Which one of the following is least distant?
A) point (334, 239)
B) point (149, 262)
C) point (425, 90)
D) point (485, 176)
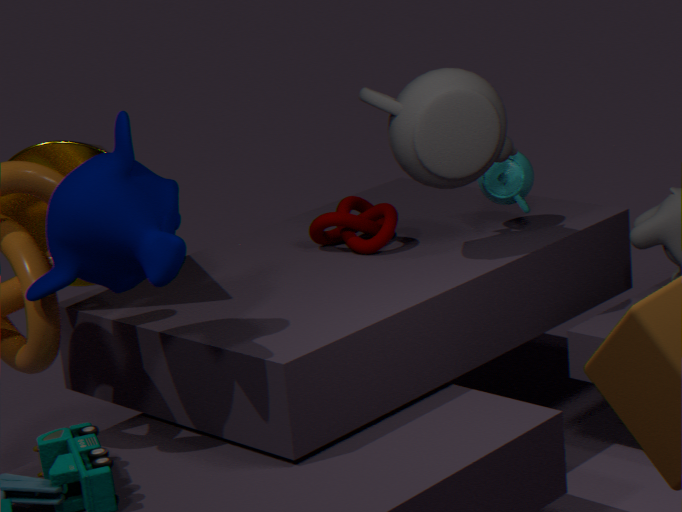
point (149, 262)
